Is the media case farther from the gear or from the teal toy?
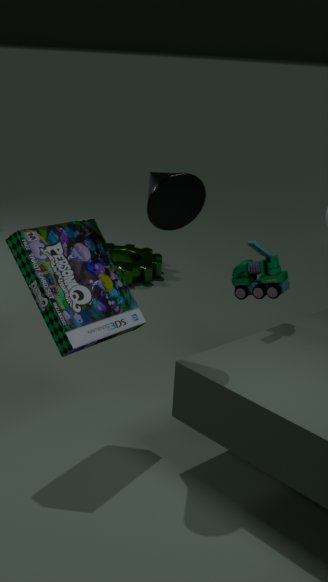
the gear
